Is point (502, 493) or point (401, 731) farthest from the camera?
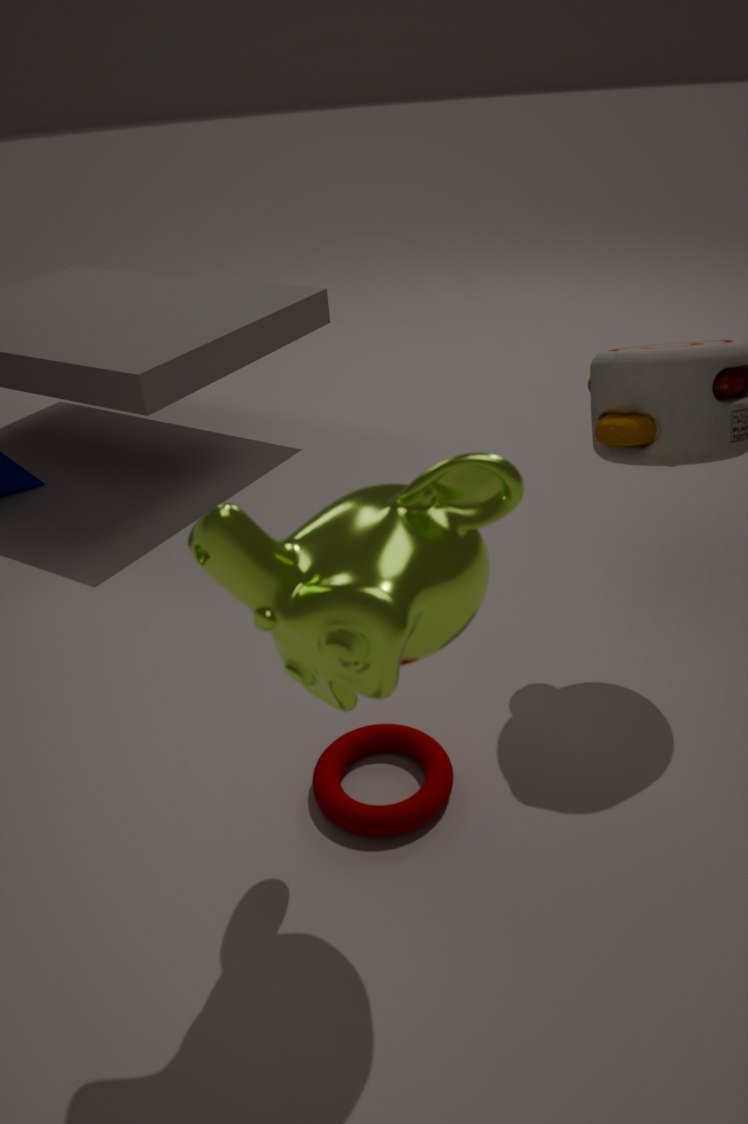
point (401, 731)
